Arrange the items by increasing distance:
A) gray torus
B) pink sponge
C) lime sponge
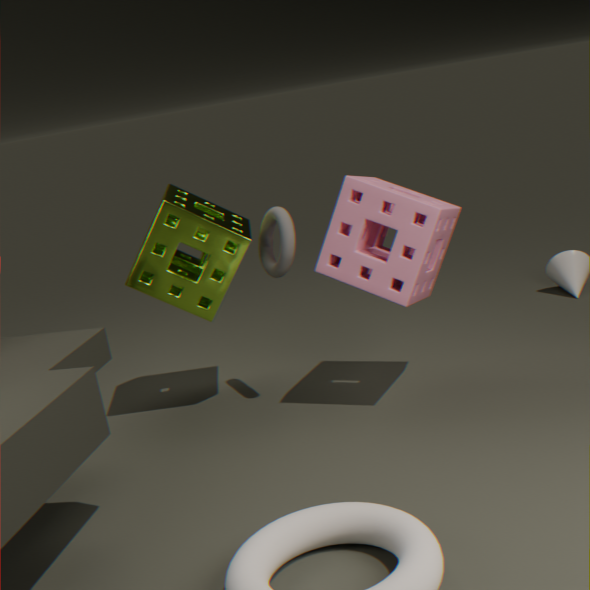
B. pink sponge < A. gray torus < C. lime sponge
